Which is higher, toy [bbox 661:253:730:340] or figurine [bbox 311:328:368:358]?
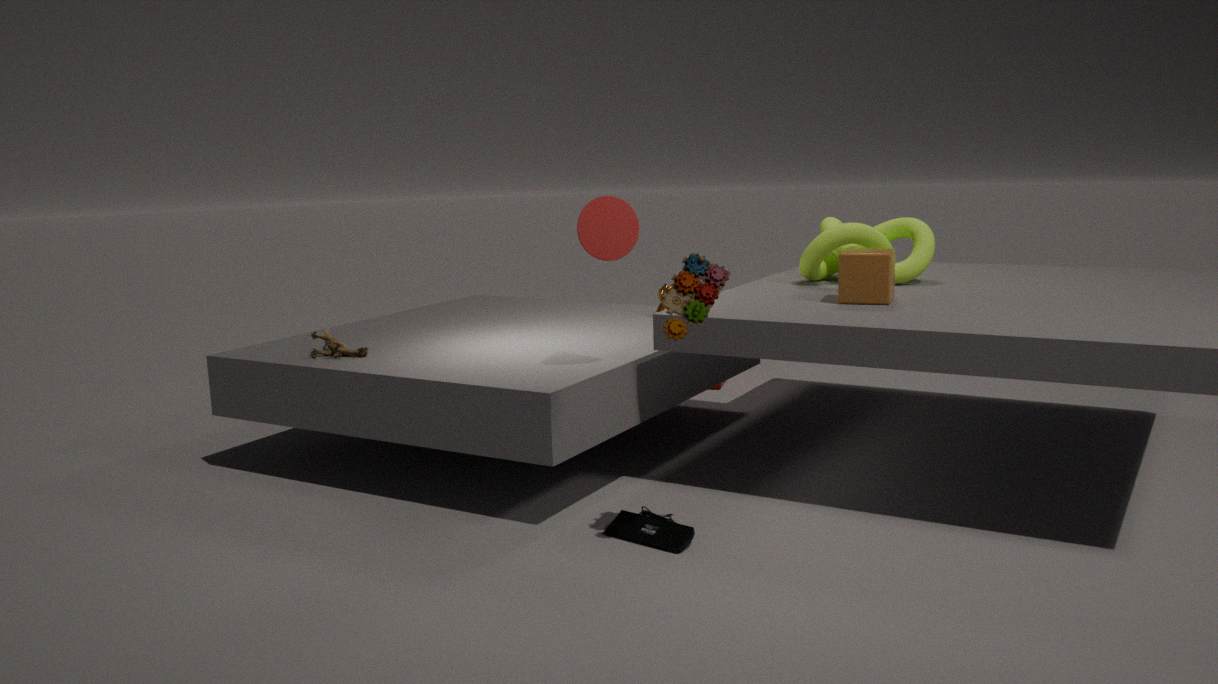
toy [bbox 661:253:730:340]
